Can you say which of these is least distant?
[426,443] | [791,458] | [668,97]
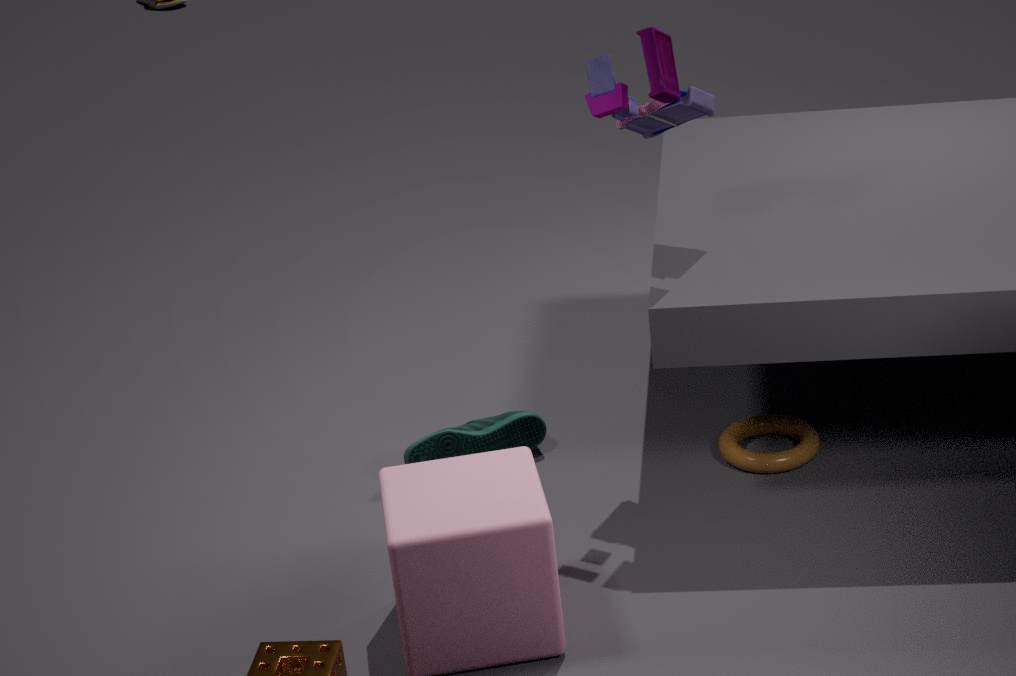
[668,97]
